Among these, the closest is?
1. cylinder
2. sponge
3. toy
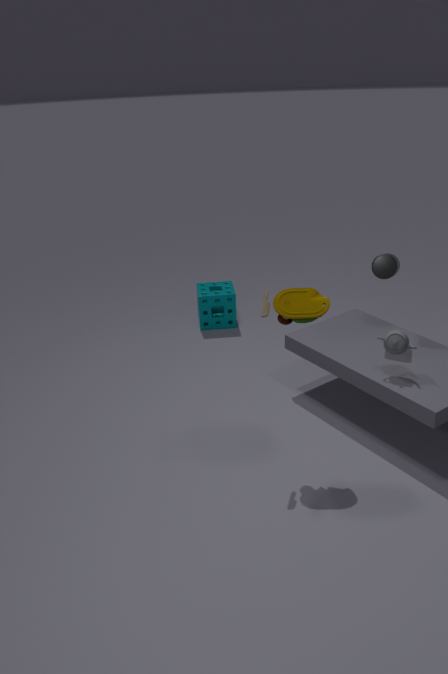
toy
